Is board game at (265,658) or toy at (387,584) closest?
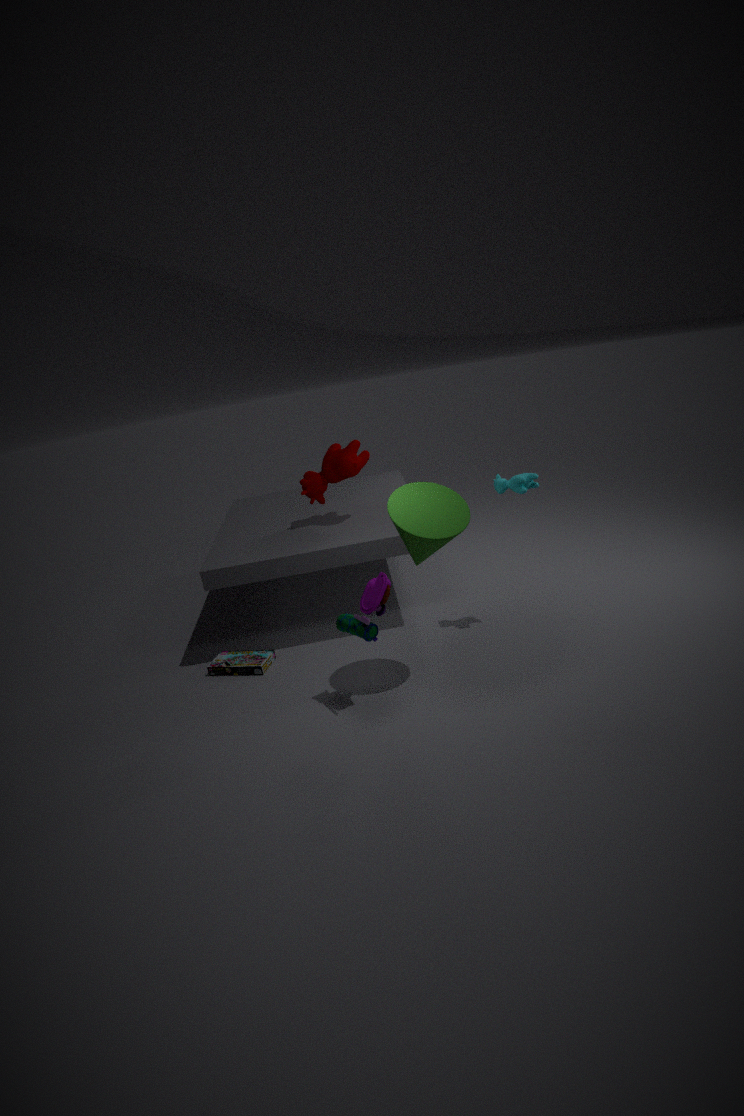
toy at (387,584)
